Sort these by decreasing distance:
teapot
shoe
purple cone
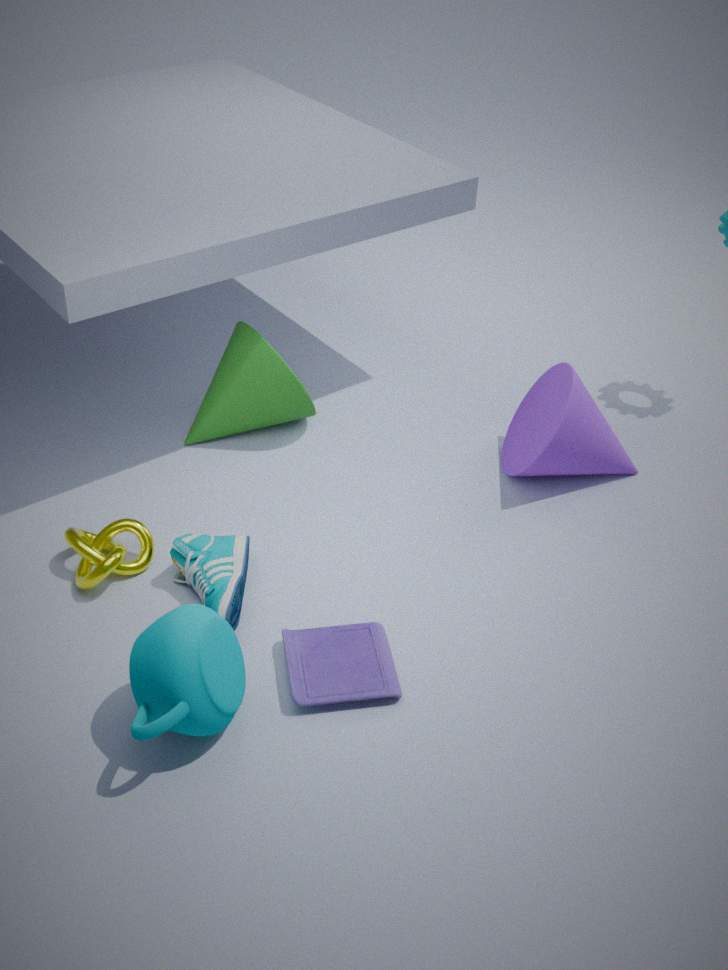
purple cone < shoe < teapot
